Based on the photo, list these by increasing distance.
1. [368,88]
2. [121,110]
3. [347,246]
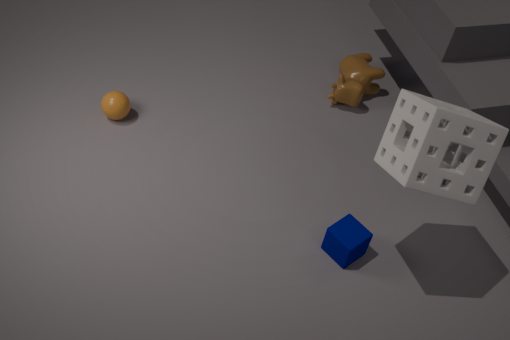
[347,246] < [121,110] < [368,88]
